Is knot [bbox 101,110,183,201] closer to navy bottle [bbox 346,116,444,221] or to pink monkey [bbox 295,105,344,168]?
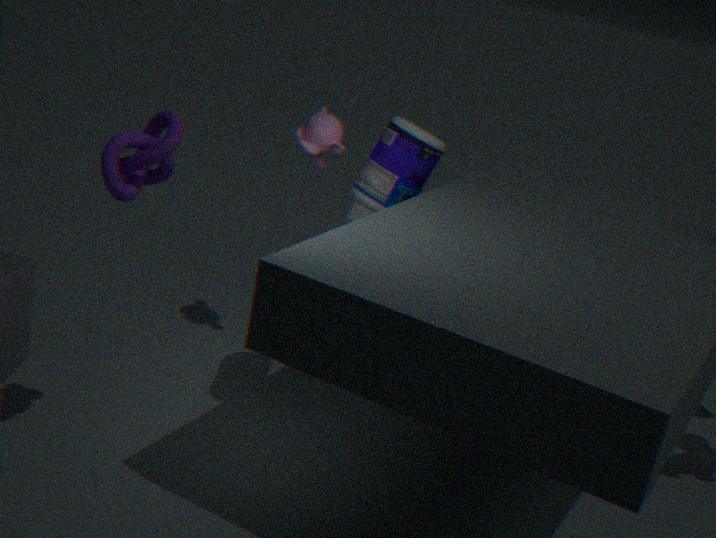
pink monkey [bbox 295,105,344,168]
